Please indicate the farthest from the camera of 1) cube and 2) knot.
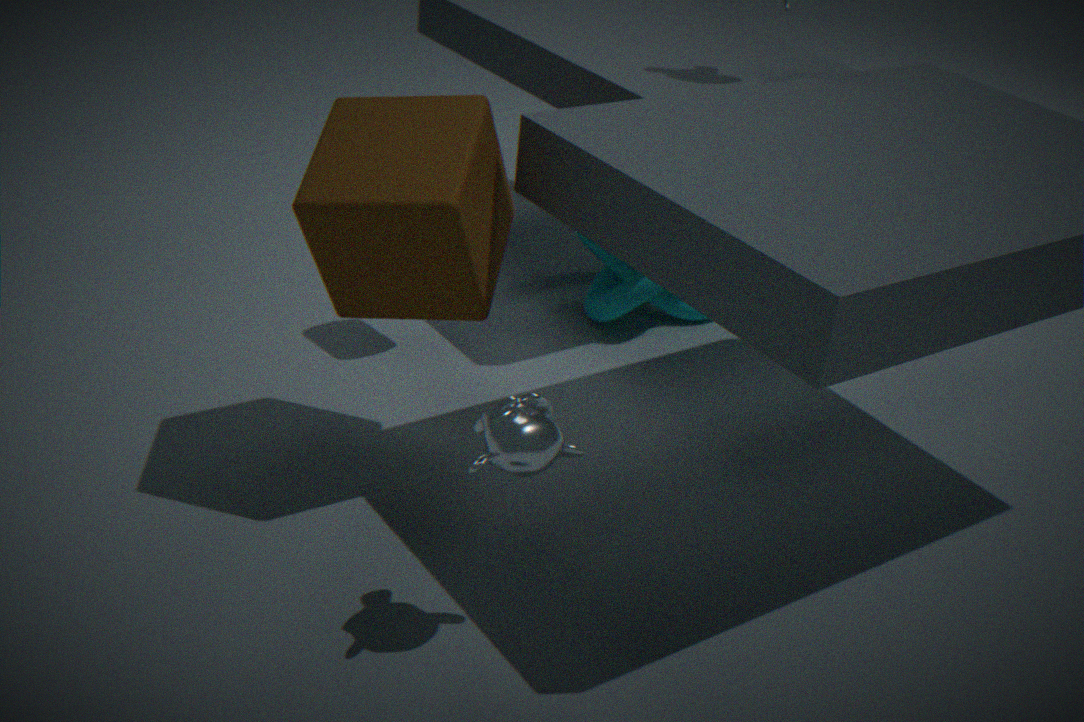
2. knot
